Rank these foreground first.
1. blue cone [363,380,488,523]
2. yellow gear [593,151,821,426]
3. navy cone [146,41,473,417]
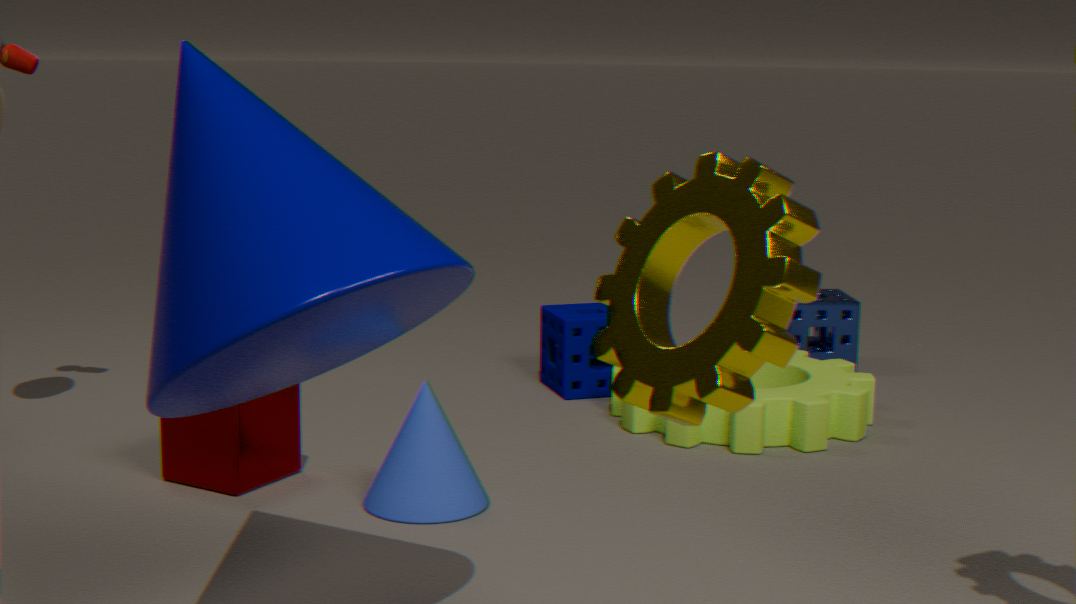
yellow gear [593,151,821,426]
navy cone [146,41,473,417]
blue cone [363,380,488,523]
